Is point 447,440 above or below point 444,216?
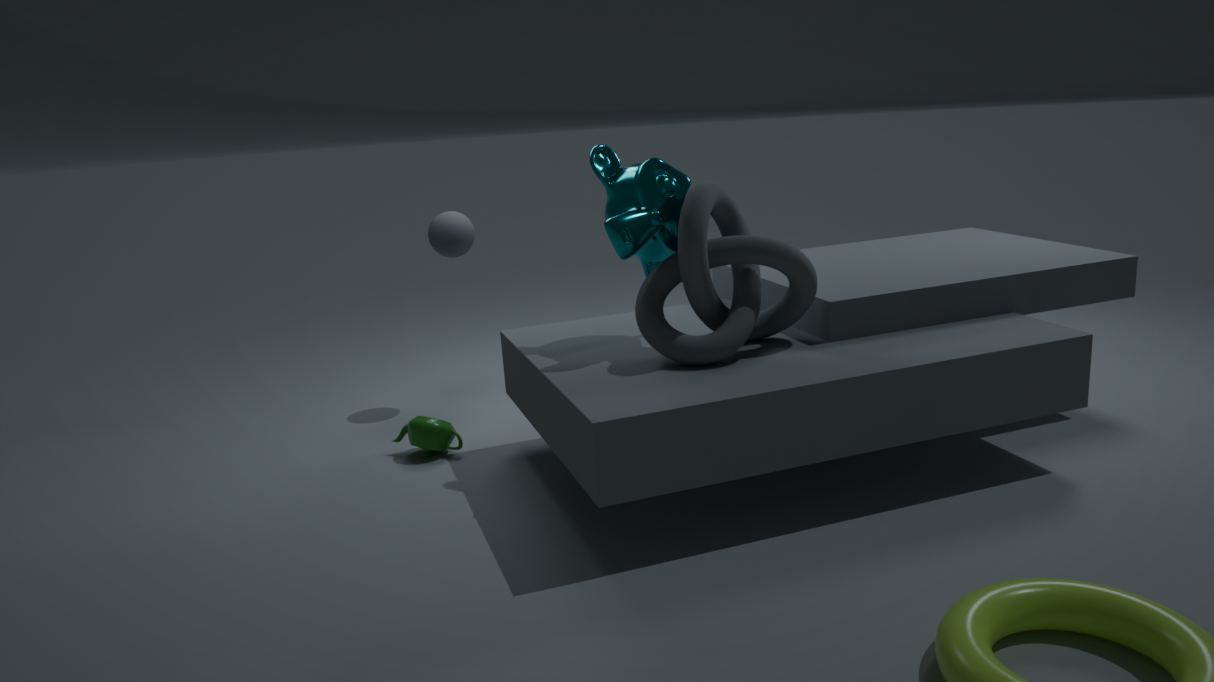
below
